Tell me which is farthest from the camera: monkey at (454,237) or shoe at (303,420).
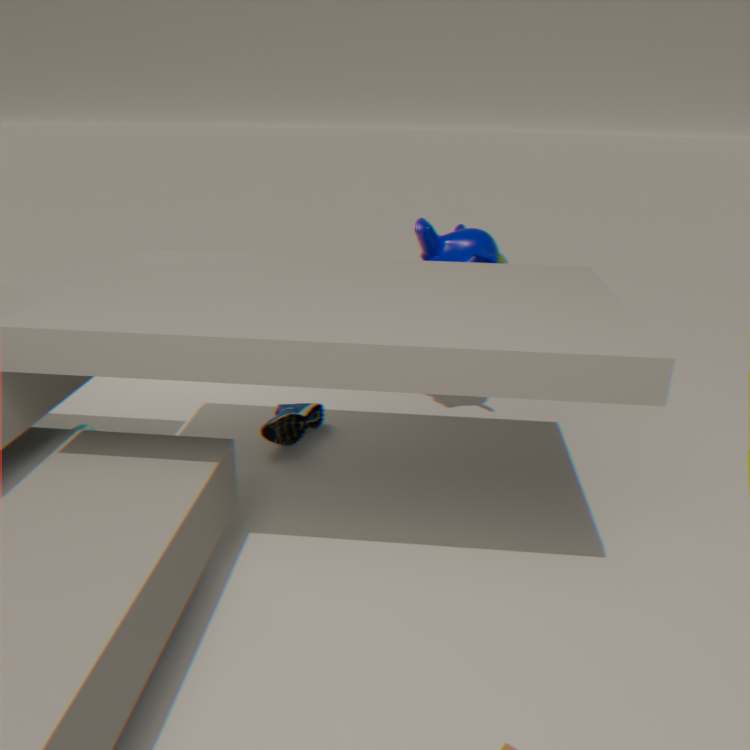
shoe at (303,420)
